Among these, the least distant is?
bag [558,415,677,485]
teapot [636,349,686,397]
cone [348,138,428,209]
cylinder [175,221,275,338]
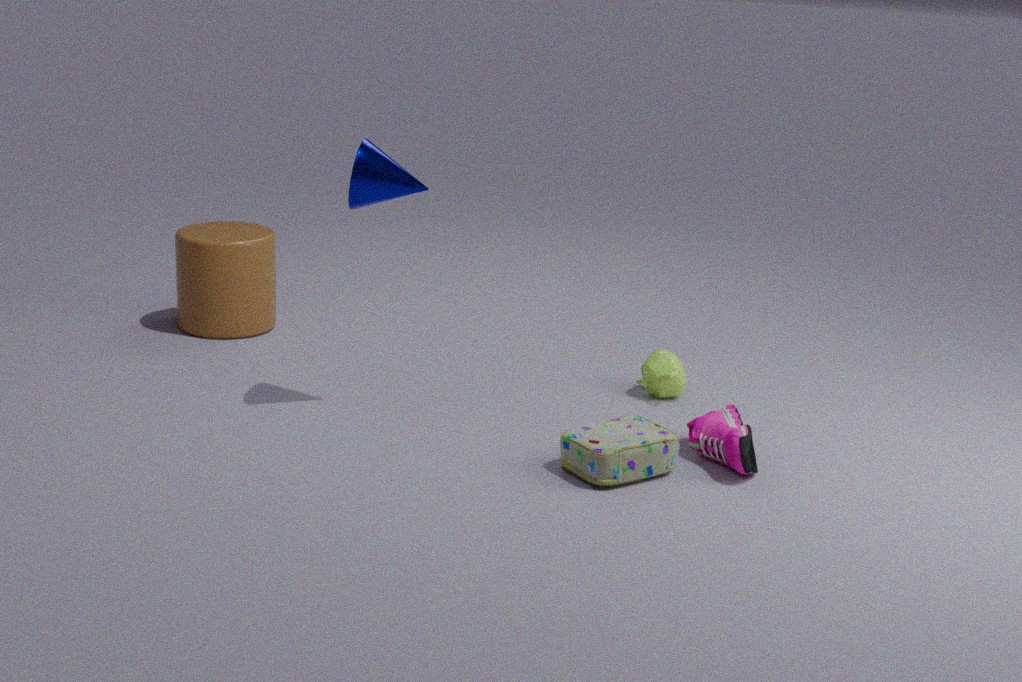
bag [558,415,677,485]
